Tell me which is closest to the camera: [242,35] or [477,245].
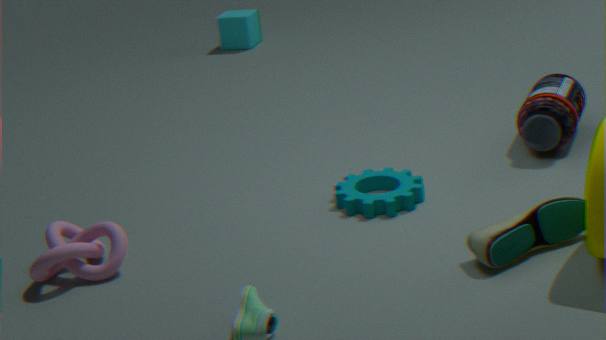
[477,245]
